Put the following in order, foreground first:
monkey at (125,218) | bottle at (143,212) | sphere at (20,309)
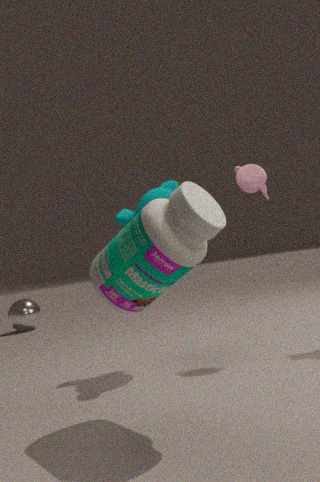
1. bottle at (143,212)
2. monkey at (125,218)
3. sphere at (20,309)
